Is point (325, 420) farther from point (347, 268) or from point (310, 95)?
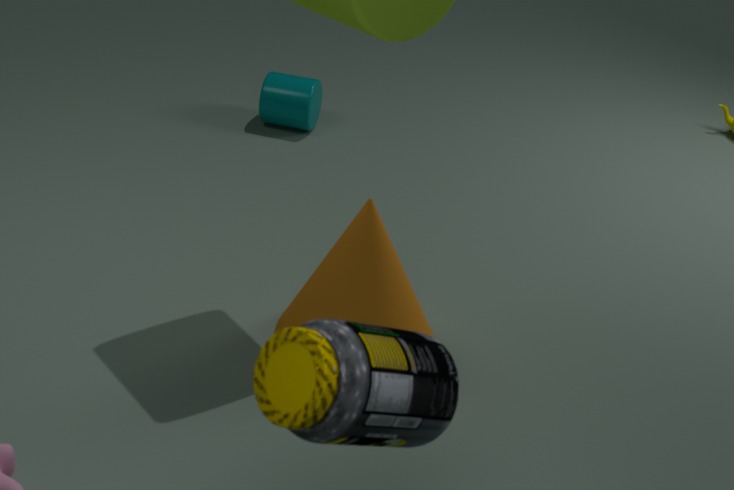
point (310, 95)
